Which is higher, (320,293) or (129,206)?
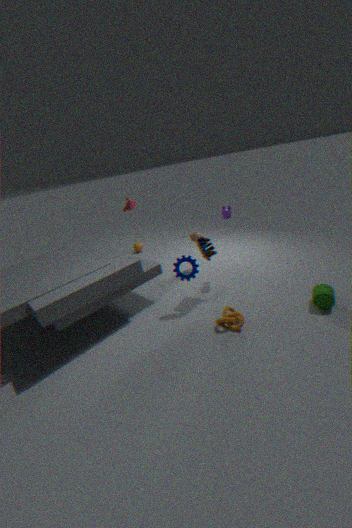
(129,206)
